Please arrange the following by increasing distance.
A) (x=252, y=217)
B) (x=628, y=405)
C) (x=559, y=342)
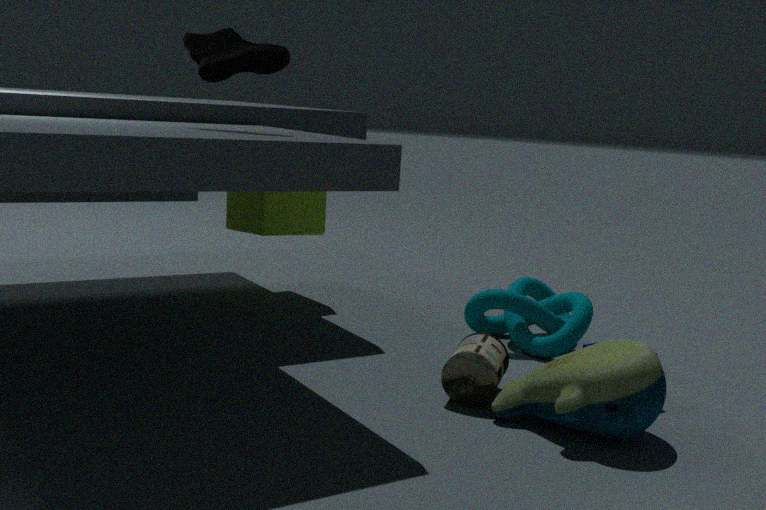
(x=628, y=405)
(x=559, y=342)
(x=252, y=217)
